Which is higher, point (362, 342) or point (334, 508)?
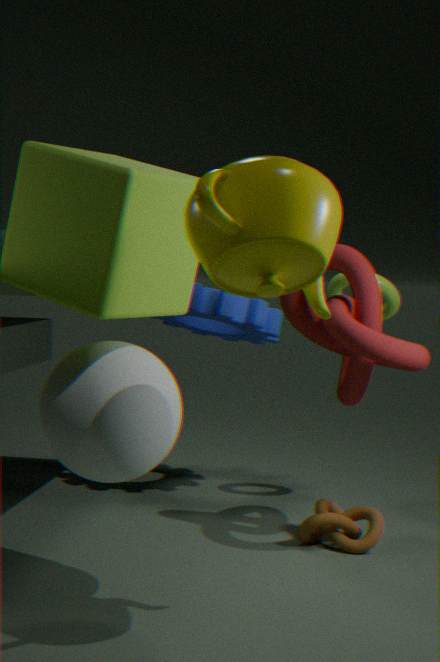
point (362, 342)
